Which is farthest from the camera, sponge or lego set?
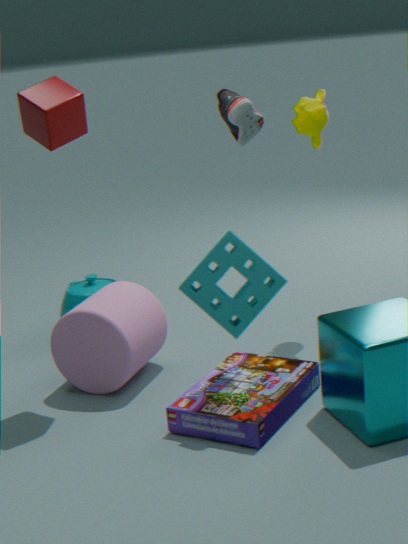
lego set
